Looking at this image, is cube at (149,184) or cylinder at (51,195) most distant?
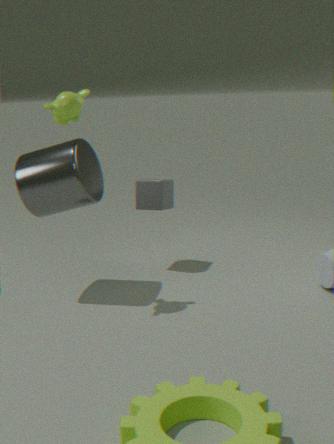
cube at (149,184)
